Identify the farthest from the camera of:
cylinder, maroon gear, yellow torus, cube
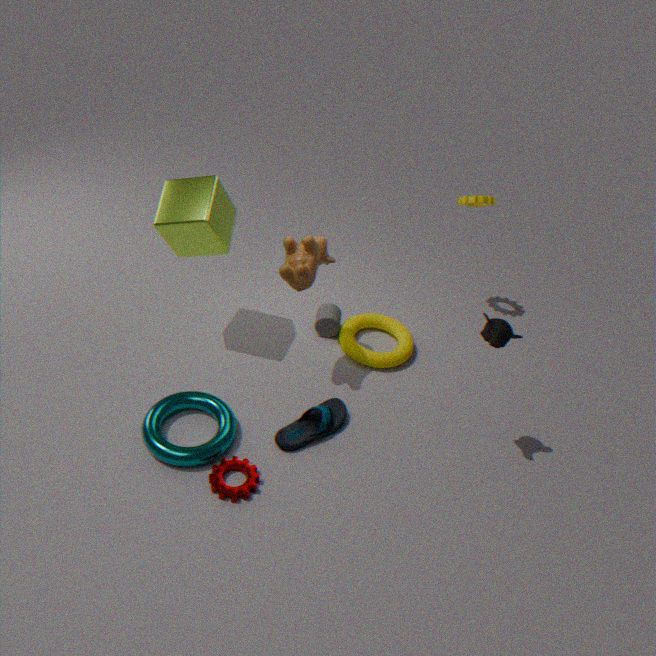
cylinder
